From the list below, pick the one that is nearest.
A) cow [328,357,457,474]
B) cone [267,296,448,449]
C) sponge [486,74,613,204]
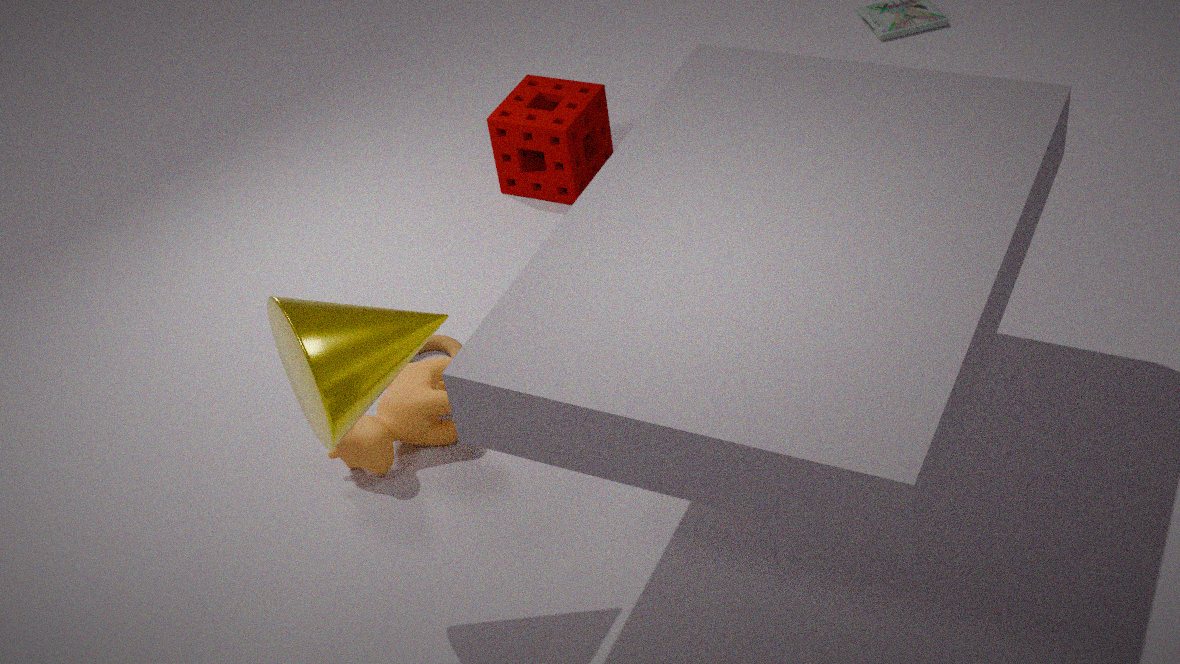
cone [267,296,448,449]
